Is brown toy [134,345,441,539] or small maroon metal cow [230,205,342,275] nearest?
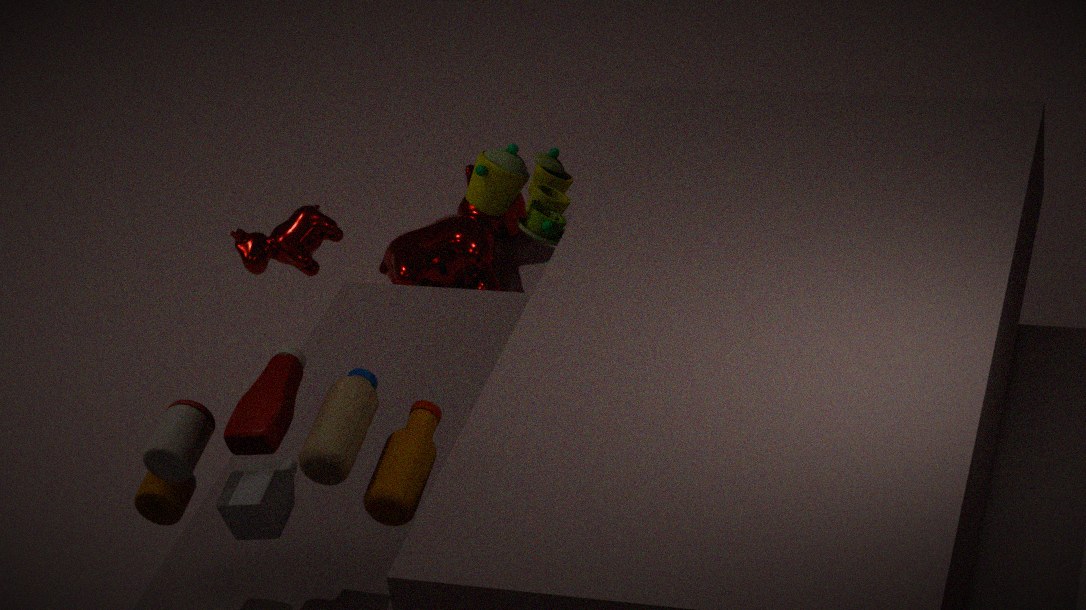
brown toy [134,345,441,539]
